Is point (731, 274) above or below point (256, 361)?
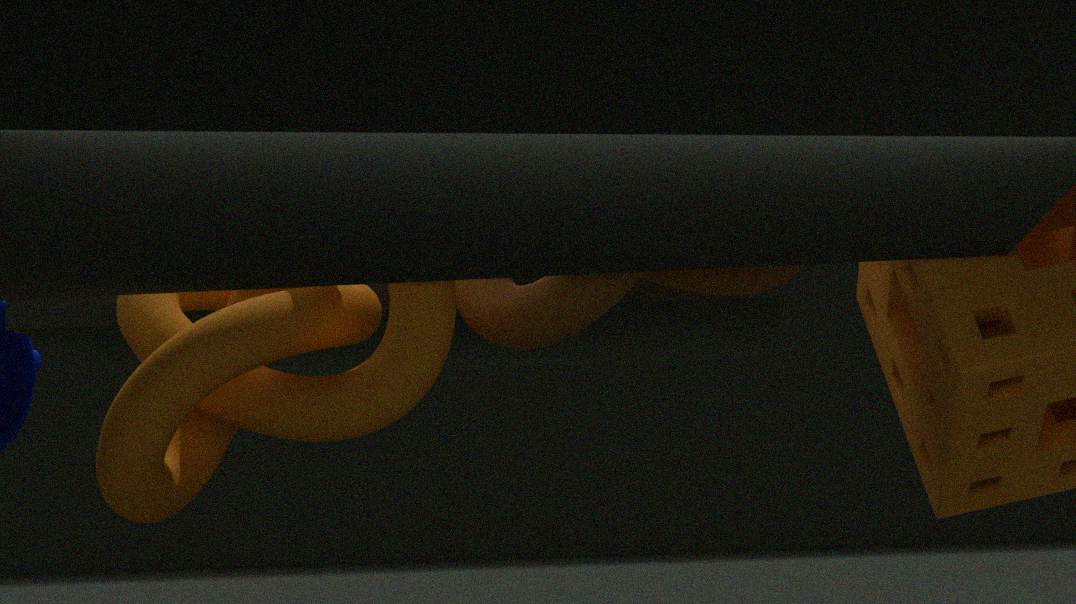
above
